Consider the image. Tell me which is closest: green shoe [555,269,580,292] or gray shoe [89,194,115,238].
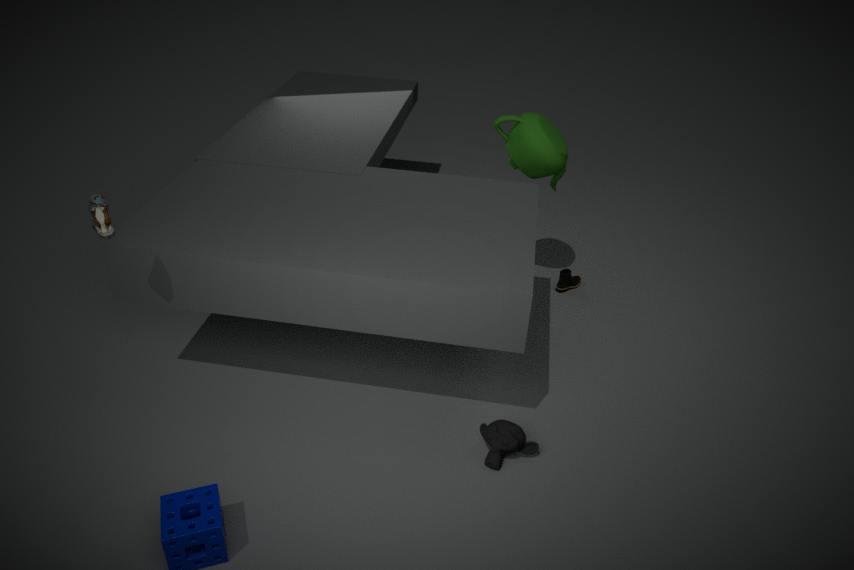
gray shoe [89,194,115,238]
